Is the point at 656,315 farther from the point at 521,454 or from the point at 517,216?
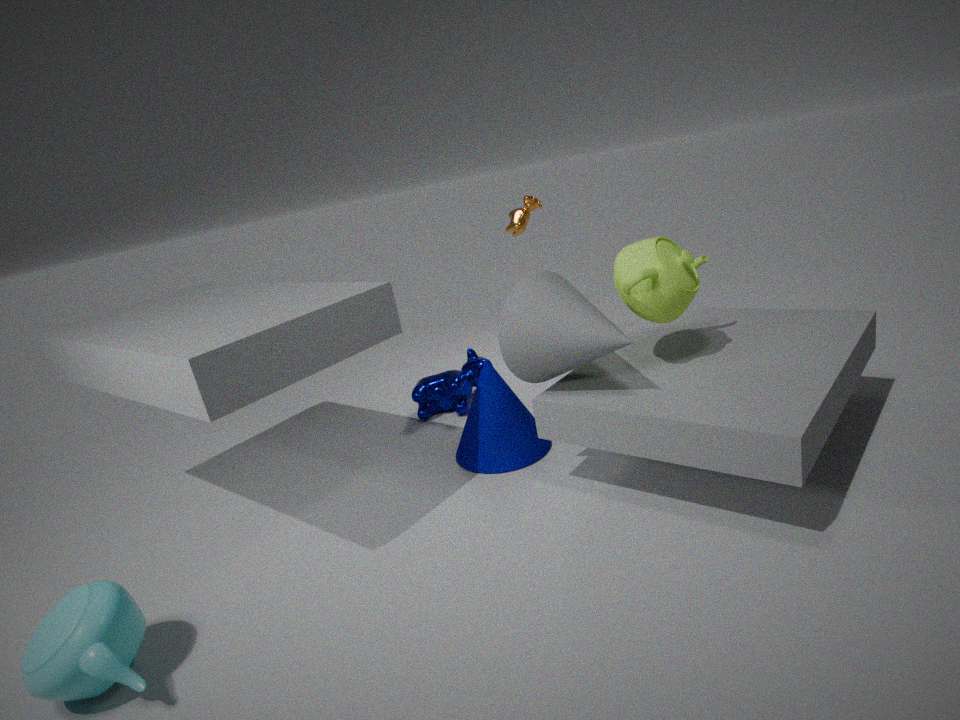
the point at 517,216
